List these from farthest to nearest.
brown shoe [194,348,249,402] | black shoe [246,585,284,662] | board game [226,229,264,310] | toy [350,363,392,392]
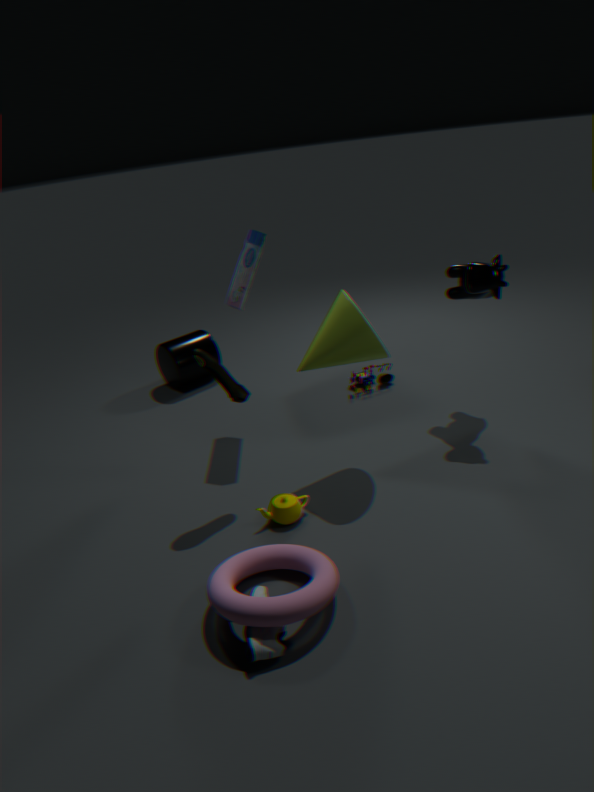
1. toy [350,363,392,392]
2. board game [226,229,264,310]
3. brown shoe [194,348,249,402]
4. black shoe [246,585,284,662]
